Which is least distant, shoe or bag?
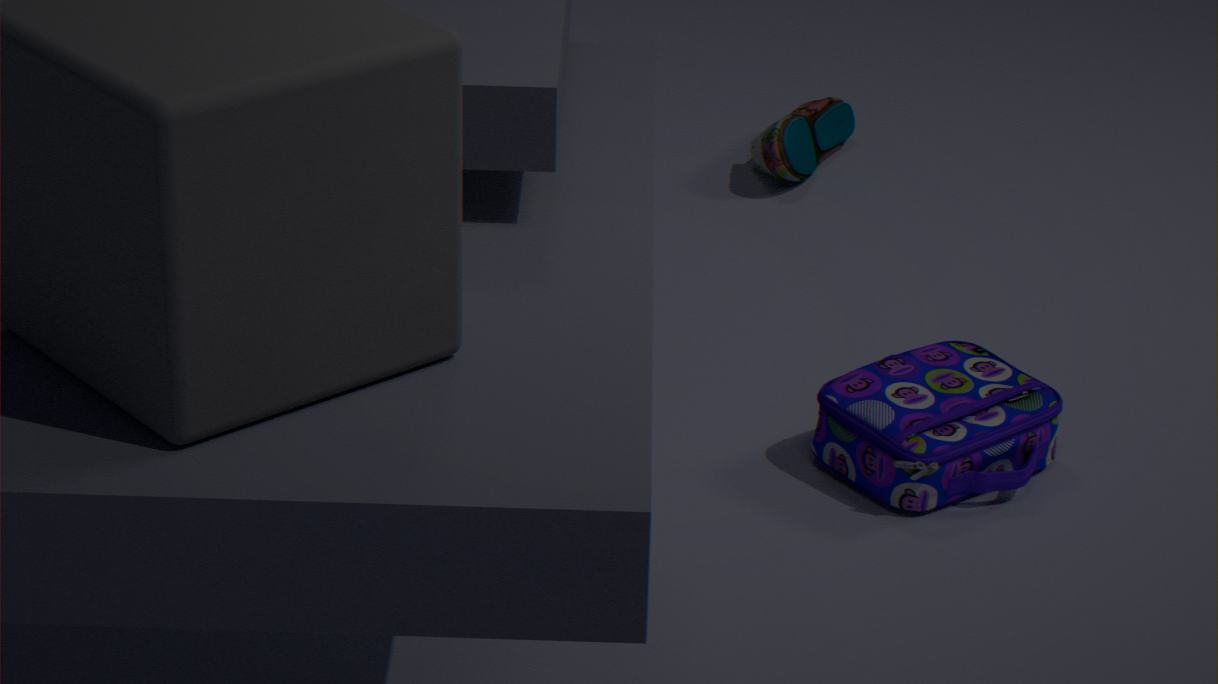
bag
